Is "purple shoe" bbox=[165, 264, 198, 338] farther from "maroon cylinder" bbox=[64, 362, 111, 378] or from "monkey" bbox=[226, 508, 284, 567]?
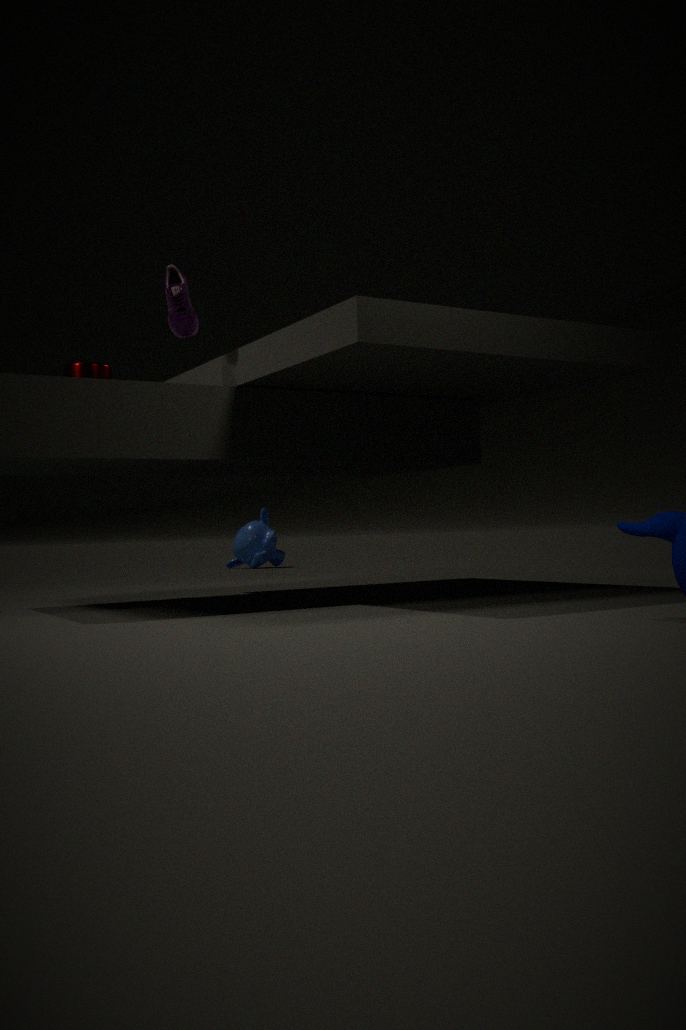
"monkey" bbox=[226, 508, 284, 567]
